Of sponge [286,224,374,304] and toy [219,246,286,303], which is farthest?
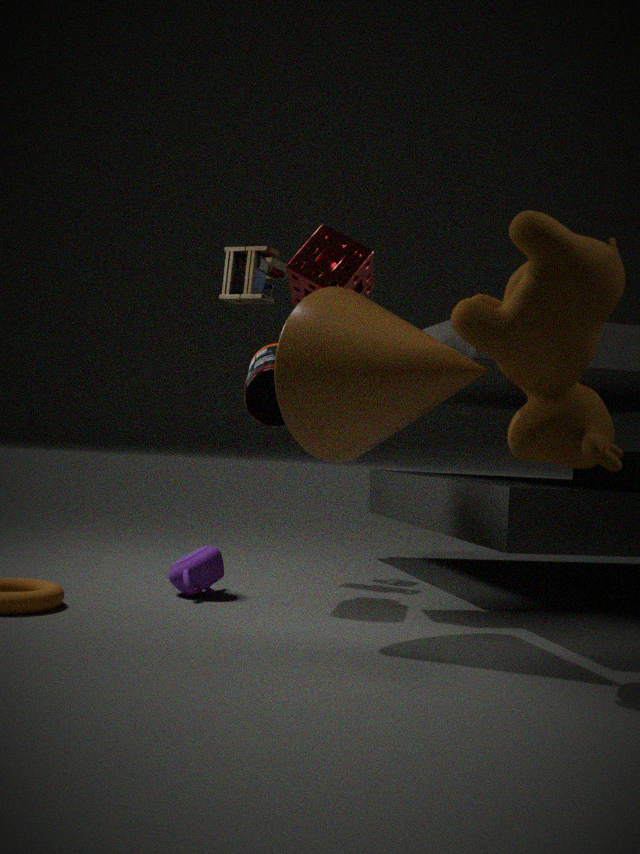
toy [219,246,286,303]
